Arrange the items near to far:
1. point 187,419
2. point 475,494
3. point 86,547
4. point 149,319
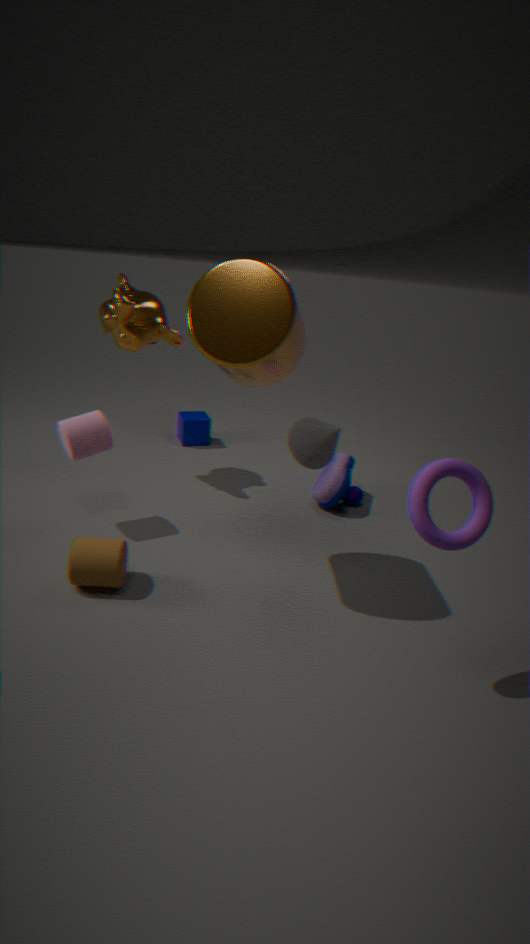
point 475,494 → point 86,547 → point 149,319 → point 187,419
